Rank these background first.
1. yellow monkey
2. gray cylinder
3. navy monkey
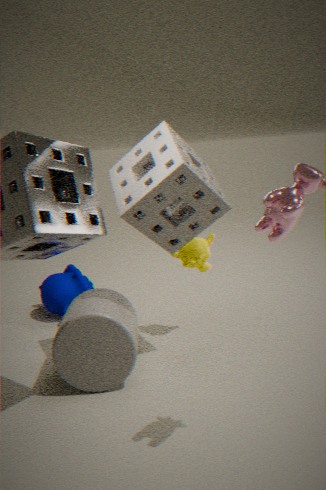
navy monkey < yellow monkey < gray cylinder
